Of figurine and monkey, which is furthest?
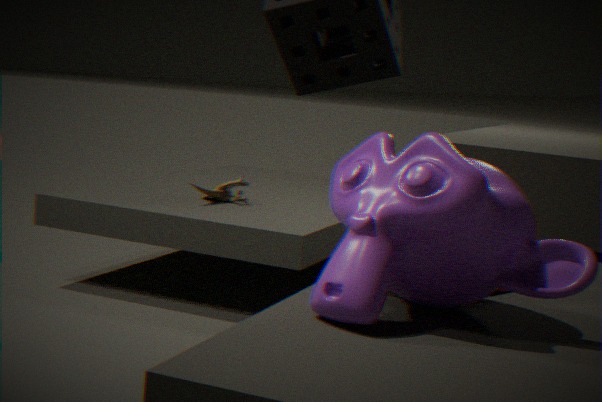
figurine
